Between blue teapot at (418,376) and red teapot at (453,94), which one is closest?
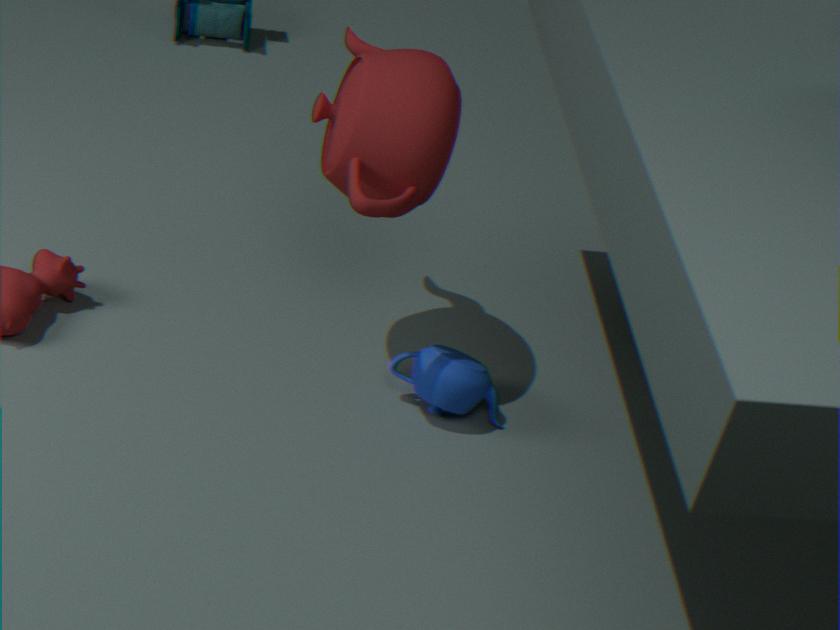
red teapot at (453,94)
